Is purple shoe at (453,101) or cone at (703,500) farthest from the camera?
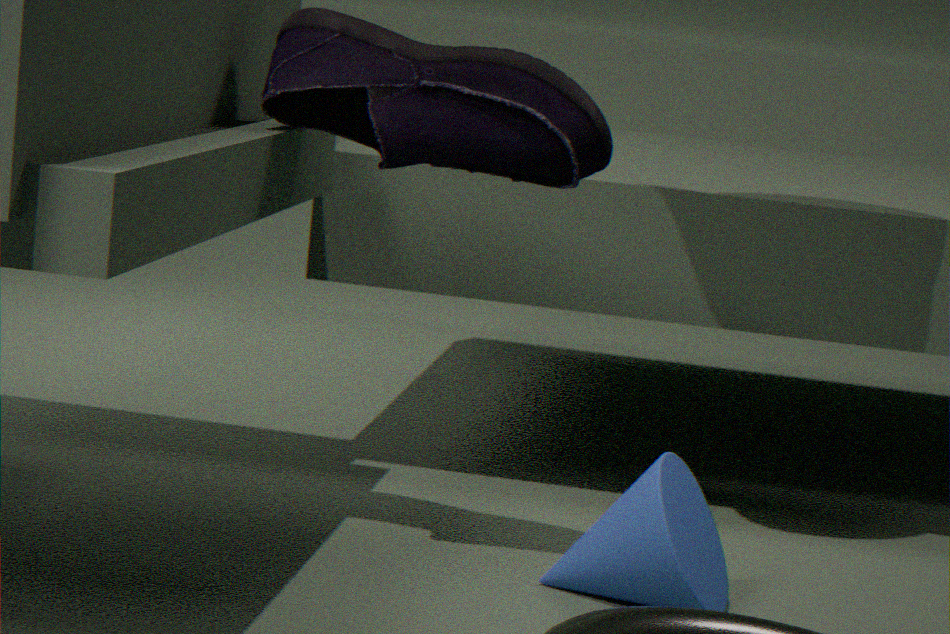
purple shoe at (453,101)
